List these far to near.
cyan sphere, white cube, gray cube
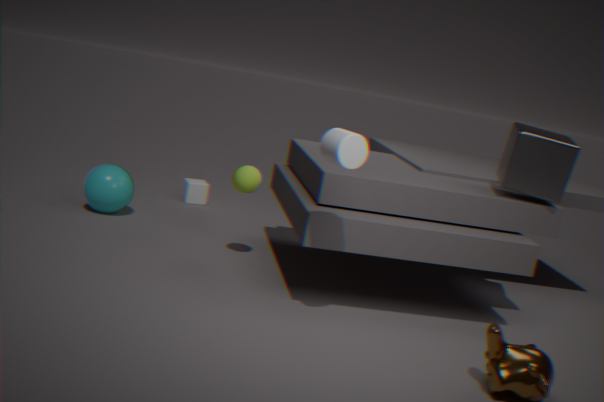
white cube
cyan sphere
gray cube
